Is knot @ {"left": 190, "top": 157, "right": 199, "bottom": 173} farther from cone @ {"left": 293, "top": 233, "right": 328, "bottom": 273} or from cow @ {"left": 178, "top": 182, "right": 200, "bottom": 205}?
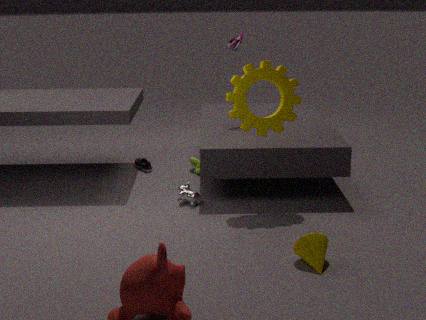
cone @ {"left": 293, "top": 233, "right": 328, "bottom": 273}
